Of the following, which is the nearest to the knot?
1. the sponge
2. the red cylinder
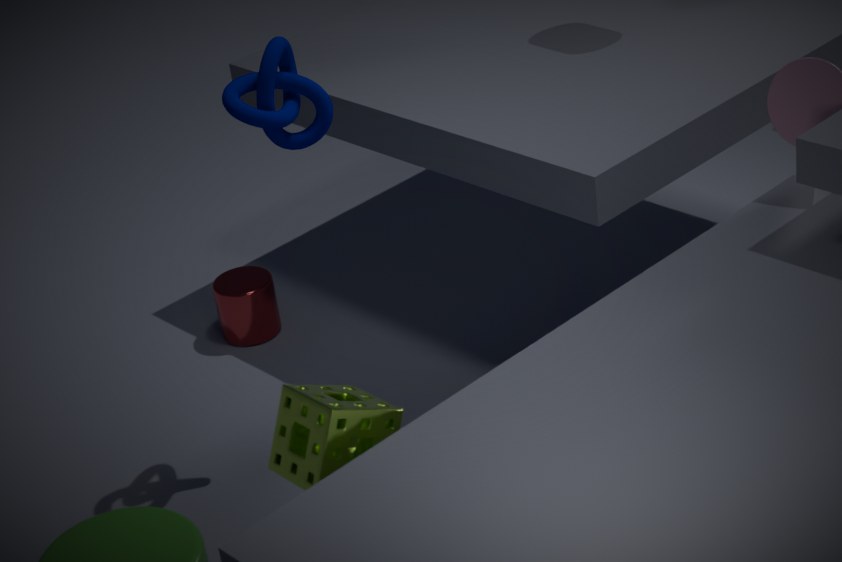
the sponge
